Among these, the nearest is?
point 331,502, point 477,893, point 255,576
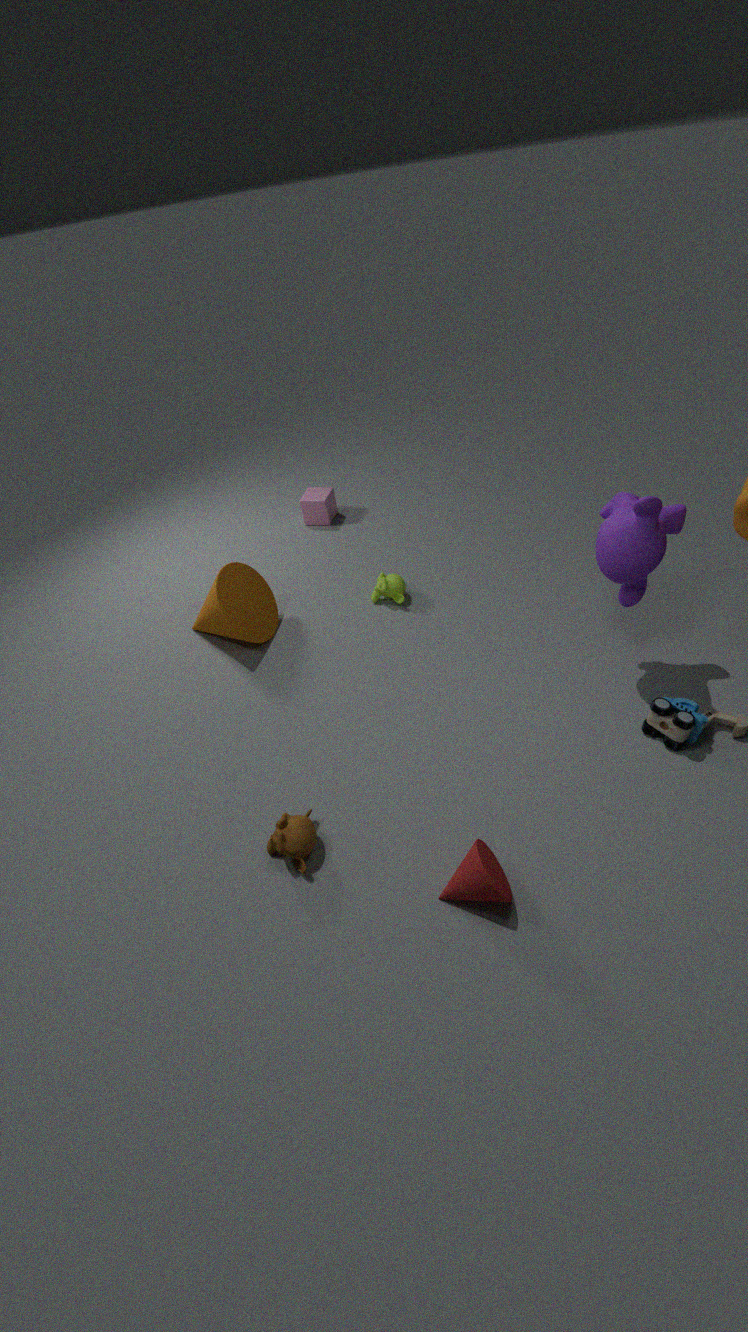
point 477,893
